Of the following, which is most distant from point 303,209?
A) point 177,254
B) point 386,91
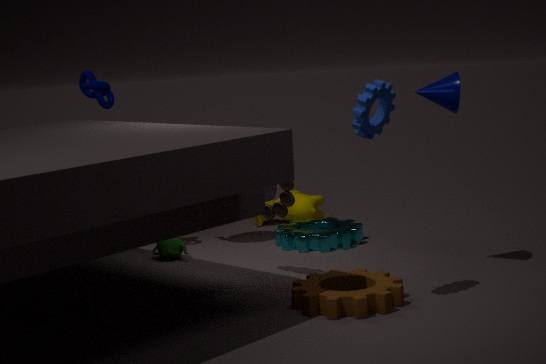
point 386,91
